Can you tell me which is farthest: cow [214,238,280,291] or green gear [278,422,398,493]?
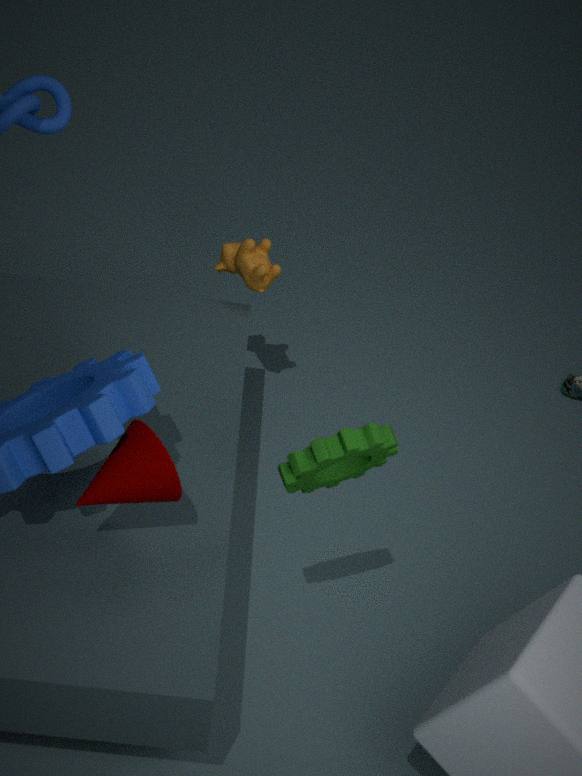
cow [214,238,280,291]
